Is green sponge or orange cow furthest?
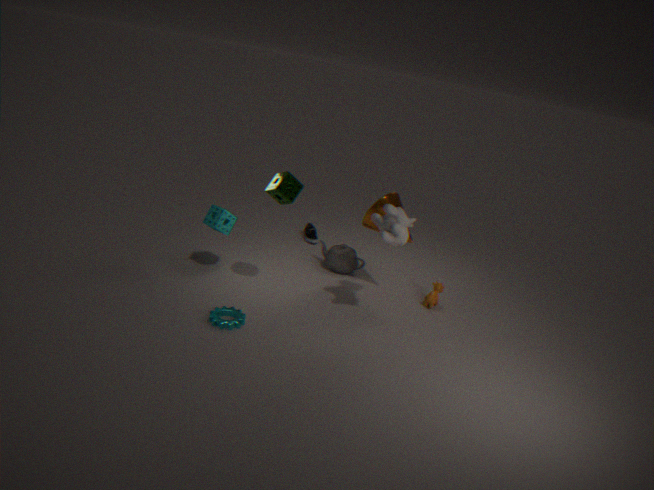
orange cow
